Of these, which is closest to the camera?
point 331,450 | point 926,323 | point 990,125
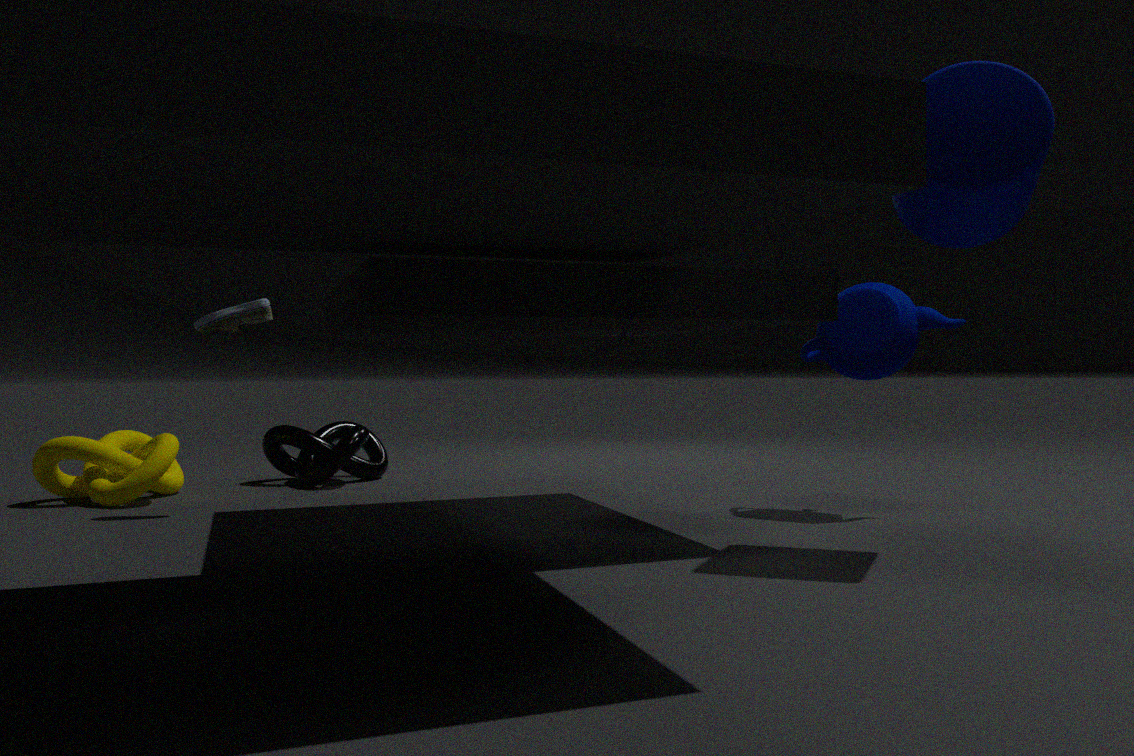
point 990,125
